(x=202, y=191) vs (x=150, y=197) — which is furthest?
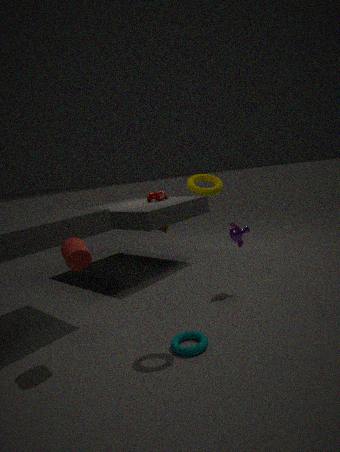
(x=150, y=197)
